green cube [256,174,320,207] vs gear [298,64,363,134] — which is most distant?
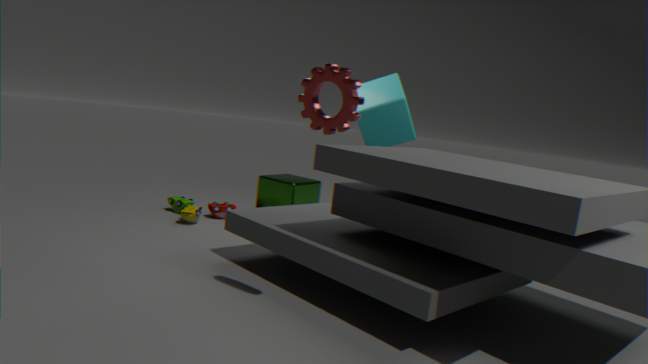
green cube [256,174,320,207]
